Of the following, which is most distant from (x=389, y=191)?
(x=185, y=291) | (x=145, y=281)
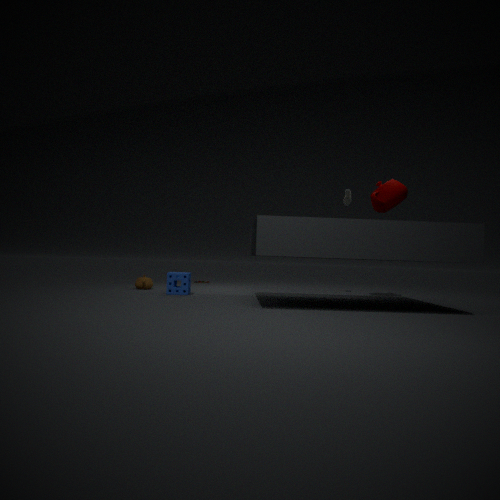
(x=145, y=281)
